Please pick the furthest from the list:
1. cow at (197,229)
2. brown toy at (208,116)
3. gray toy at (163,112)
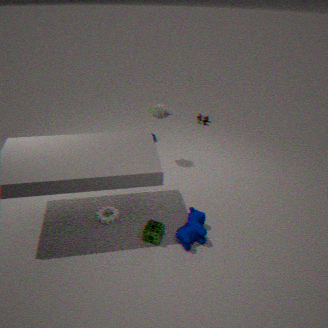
brown toy at (208,116)
